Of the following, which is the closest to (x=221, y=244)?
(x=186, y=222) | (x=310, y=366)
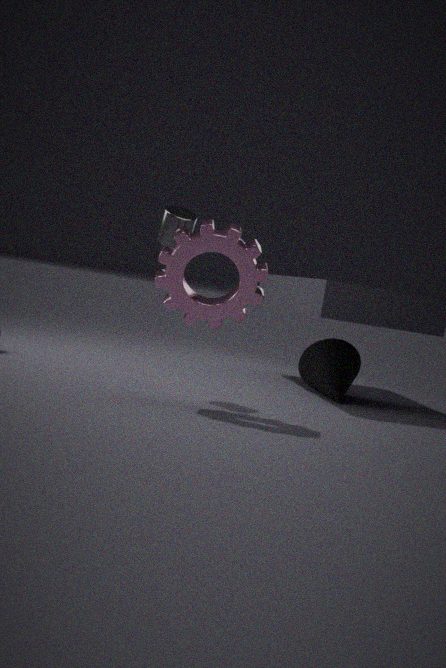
(x=186, y=222)
